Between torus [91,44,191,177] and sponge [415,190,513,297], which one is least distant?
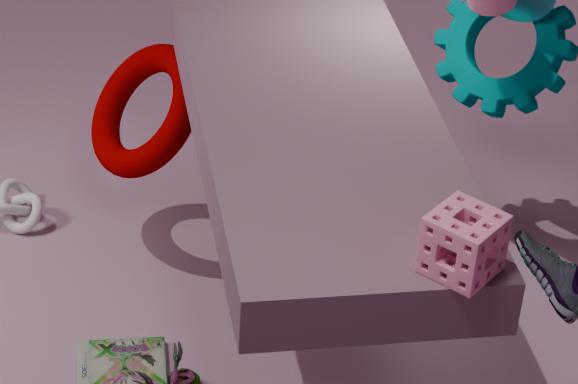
sponge [415,190,513,297]
